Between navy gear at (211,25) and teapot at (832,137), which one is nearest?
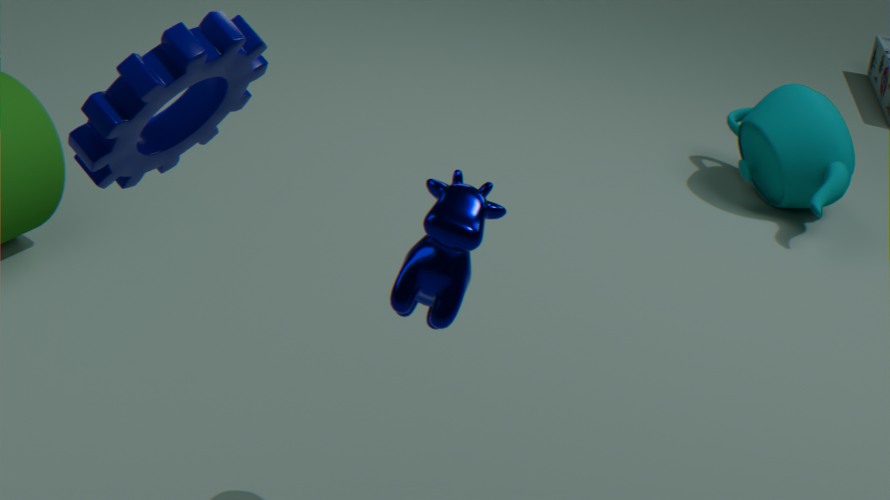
navy gear at (211,25)
